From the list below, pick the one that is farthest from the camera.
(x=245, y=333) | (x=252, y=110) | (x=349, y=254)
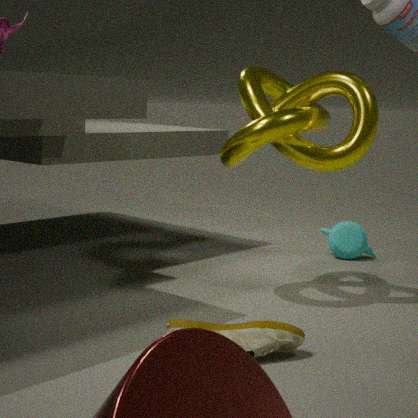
(x=349, y=254)
